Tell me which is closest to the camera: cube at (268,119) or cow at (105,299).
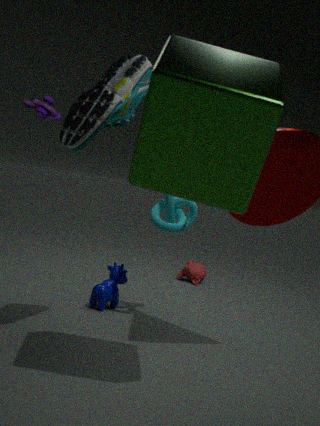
cube at (268,119)
